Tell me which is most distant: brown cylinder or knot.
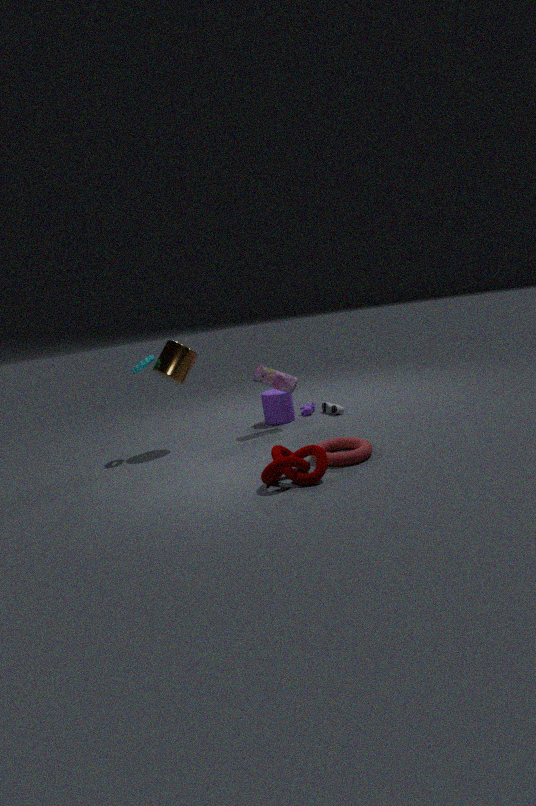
brown cylinder
